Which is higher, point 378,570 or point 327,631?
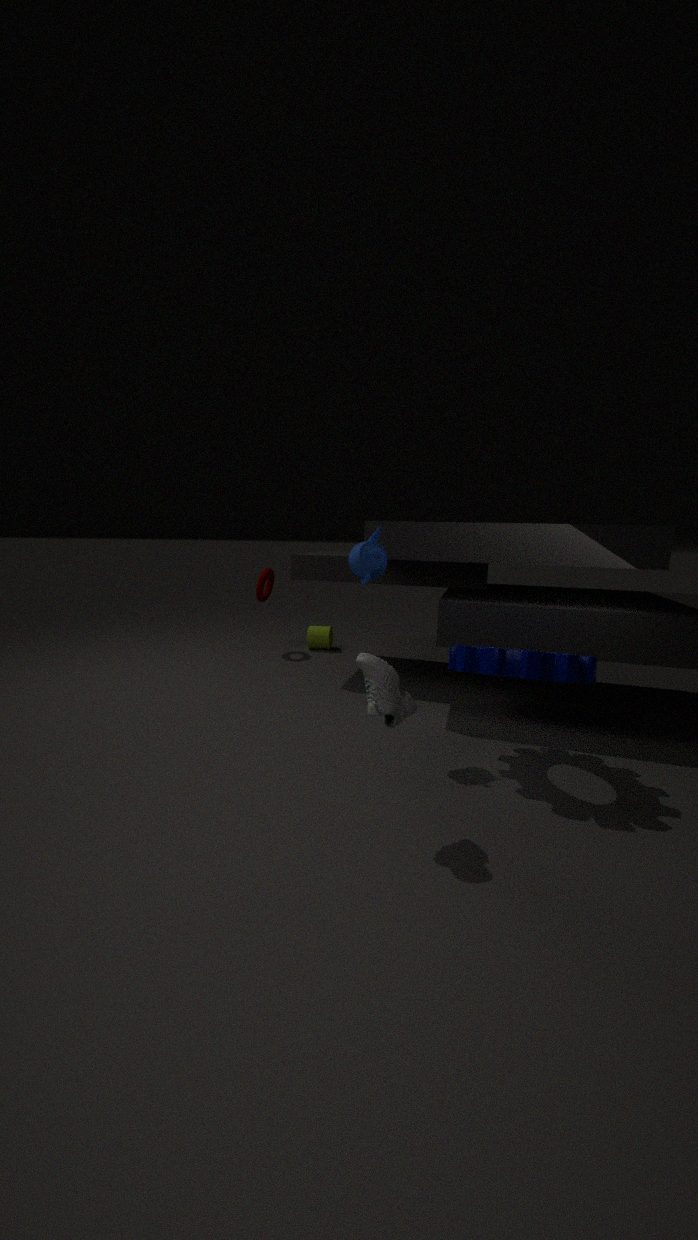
point 378,570
